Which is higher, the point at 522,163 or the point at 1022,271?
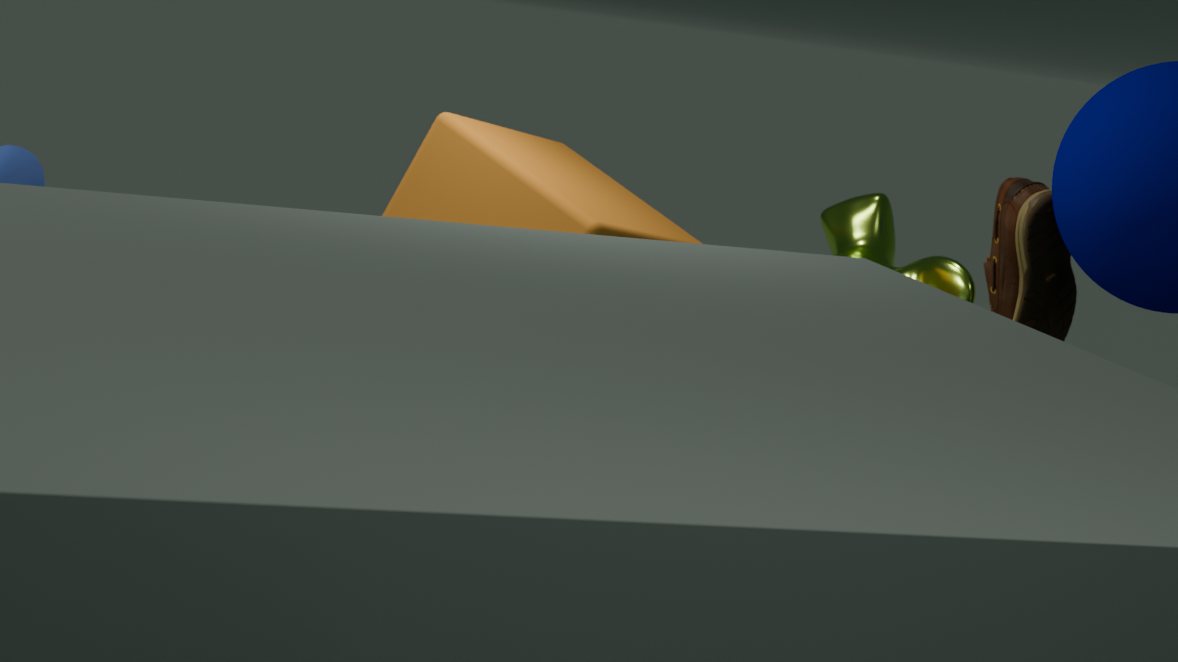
the point at 1022,271
